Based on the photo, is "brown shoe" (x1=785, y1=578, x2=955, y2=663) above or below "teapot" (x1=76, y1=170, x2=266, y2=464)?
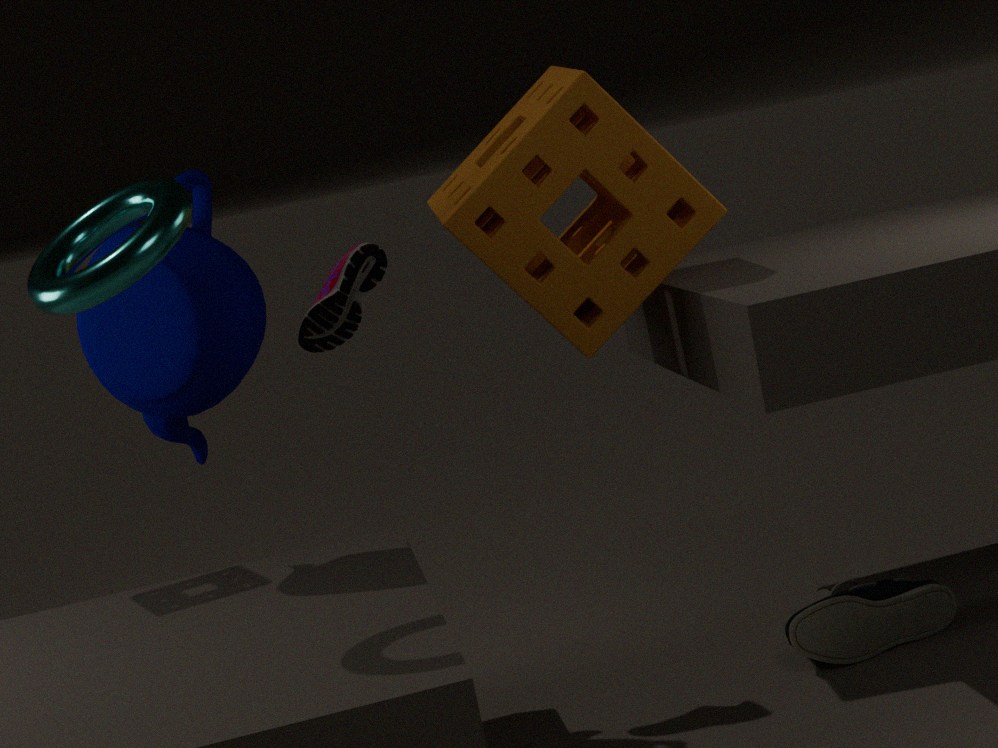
below
